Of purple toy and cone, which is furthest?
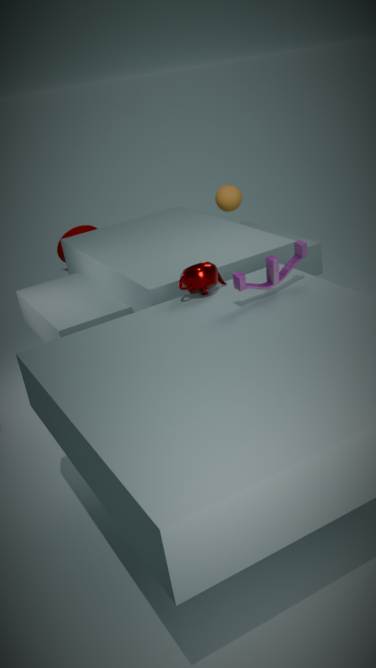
cone
